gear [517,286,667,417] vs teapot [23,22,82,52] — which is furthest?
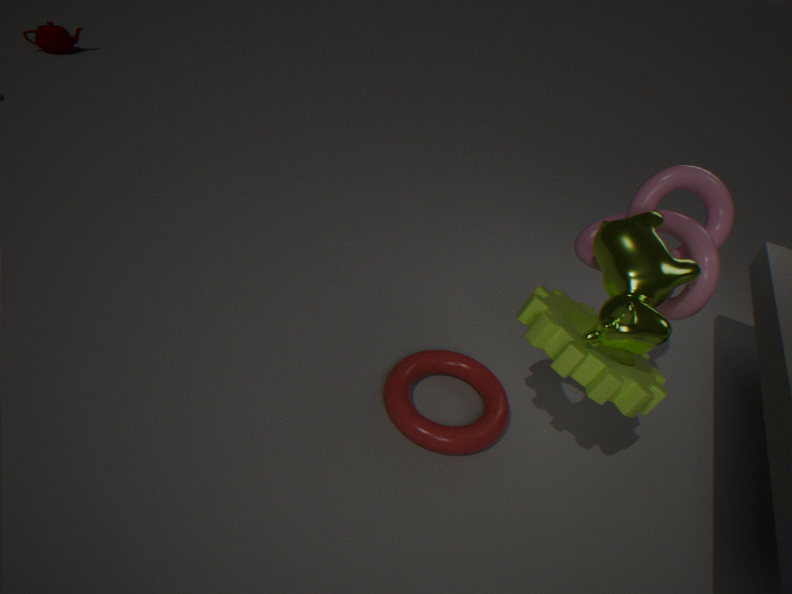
teapot [23,22,82,52]
